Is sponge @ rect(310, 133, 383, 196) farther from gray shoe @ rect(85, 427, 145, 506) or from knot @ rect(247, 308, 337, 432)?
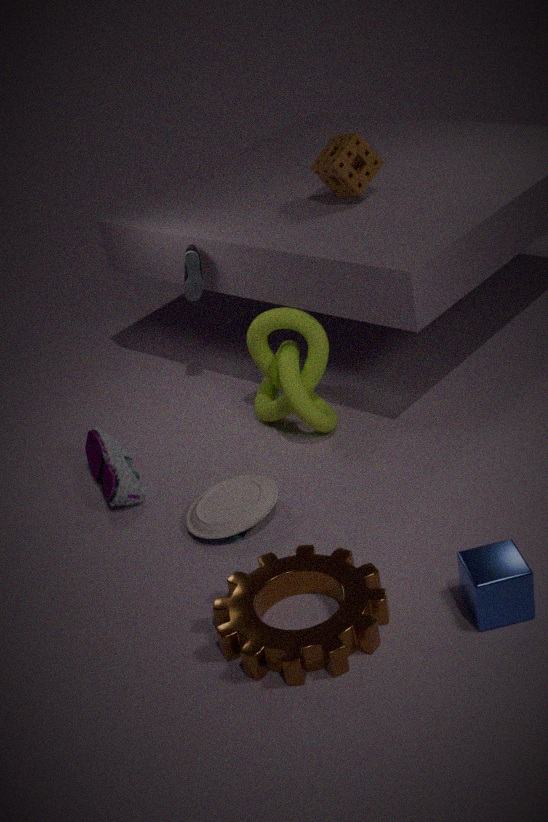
gray shoe @ rect(85, 427, 145, 506)
